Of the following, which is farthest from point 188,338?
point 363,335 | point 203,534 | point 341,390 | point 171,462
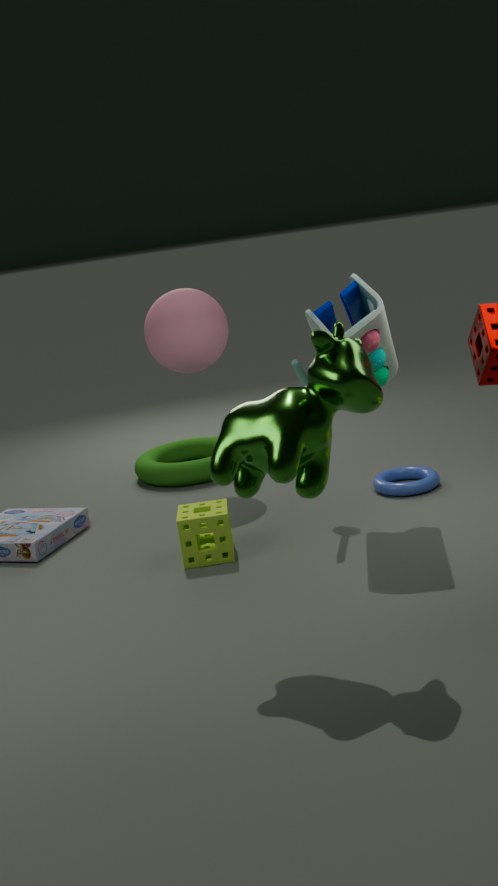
point 341,390
